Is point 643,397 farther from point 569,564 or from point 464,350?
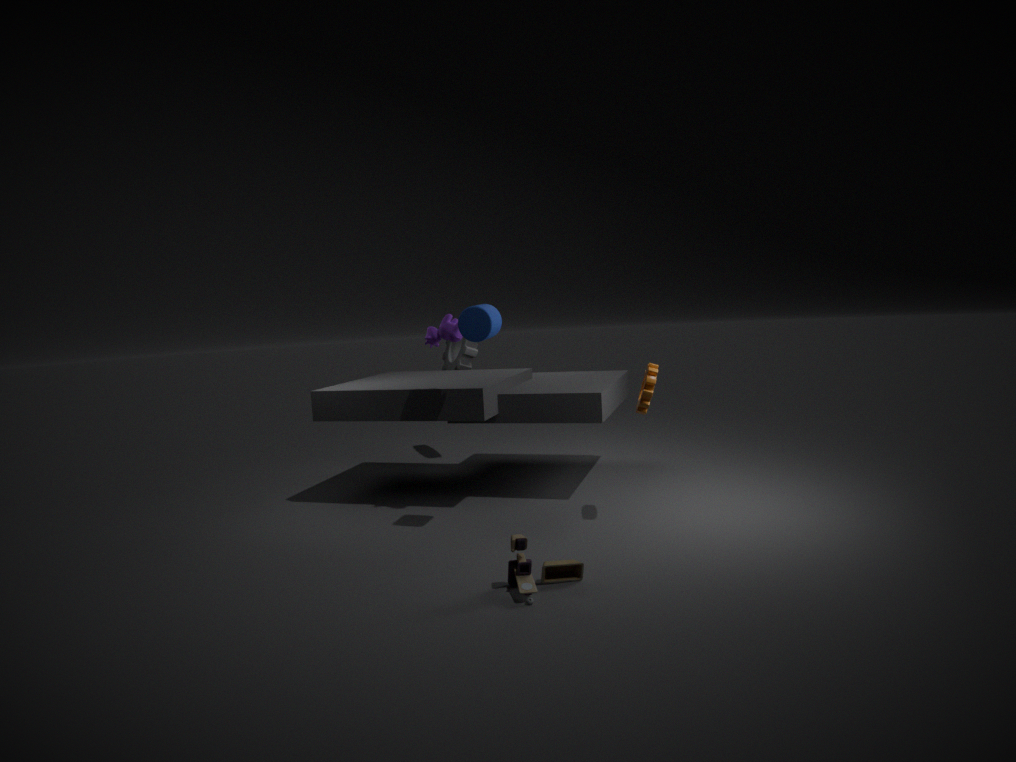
point 464,350
